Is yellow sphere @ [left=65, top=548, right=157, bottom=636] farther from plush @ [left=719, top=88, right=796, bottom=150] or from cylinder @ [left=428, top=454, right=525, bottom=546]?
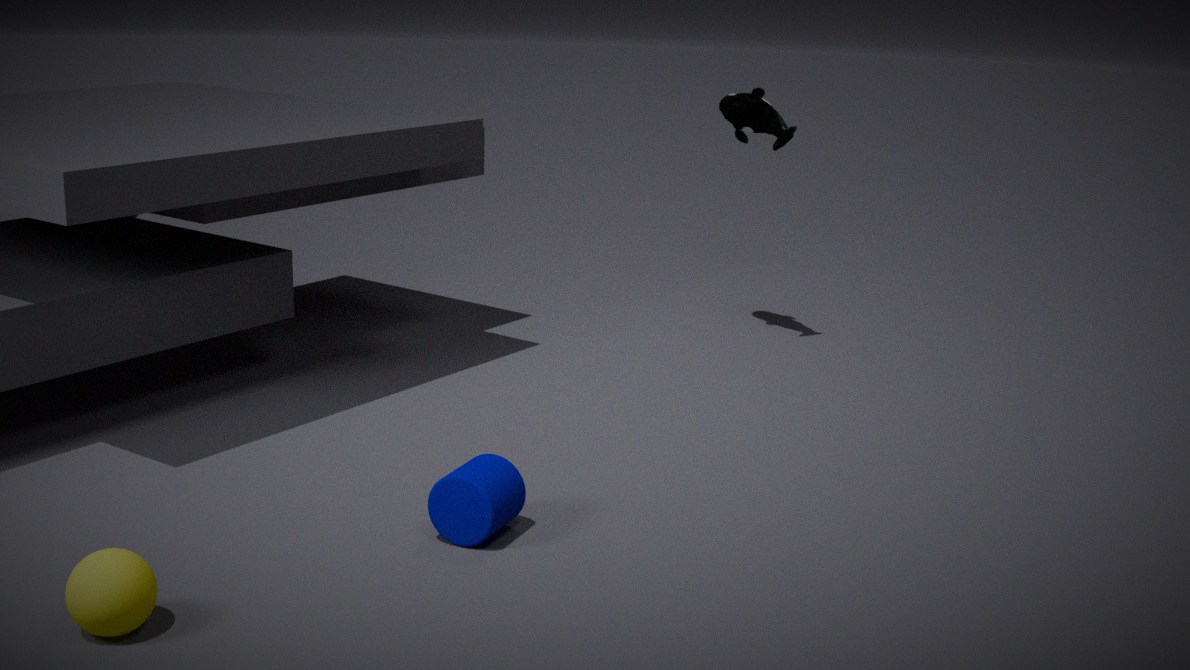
plush @ [left=719, top=88, right=796, bottom=150]
